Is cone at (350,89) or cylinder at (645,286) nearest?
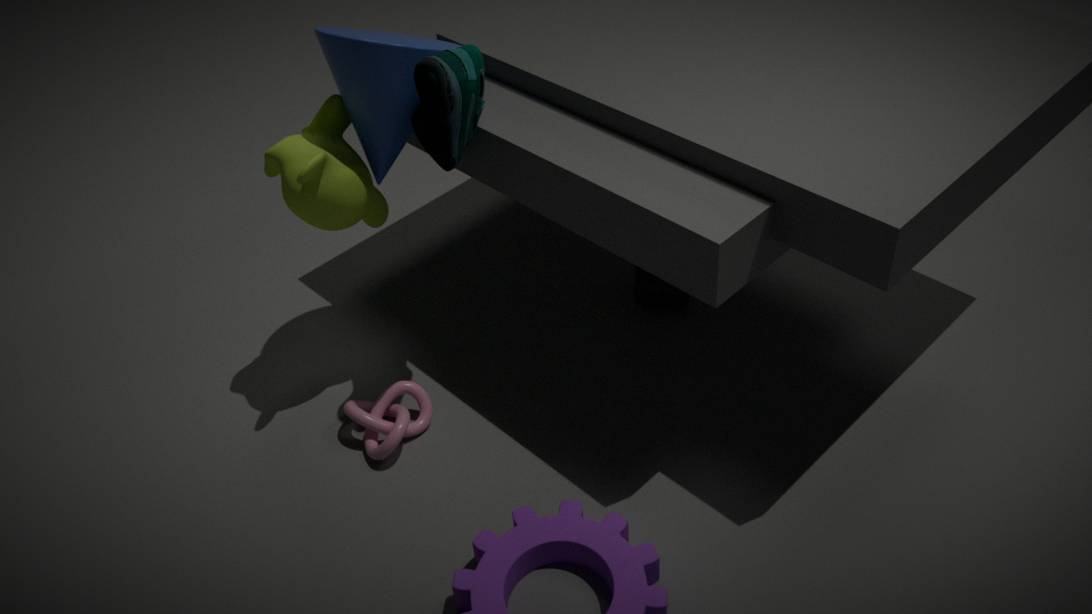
cone at (350,89)
